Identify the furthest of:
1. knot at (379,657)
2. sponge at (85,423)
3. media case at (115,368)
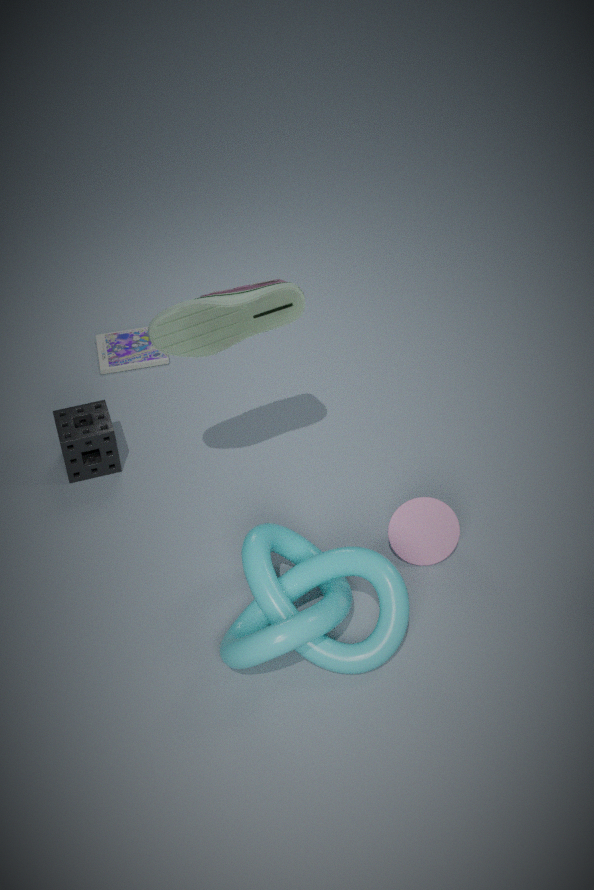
media case at (115,368)
